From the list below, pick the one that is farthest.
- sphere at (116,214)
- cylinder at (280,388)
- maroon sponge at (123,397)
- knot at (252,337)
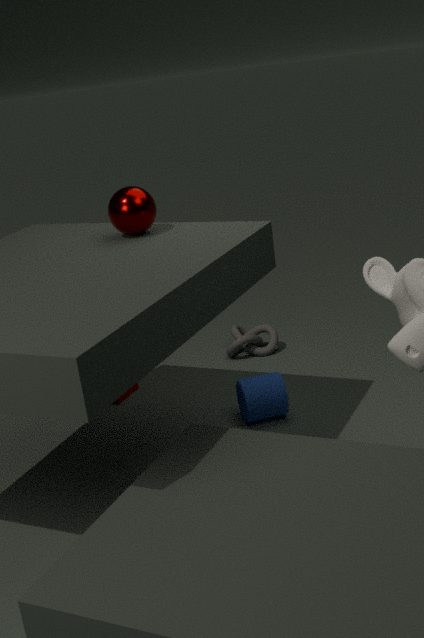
knot at (252,337)
